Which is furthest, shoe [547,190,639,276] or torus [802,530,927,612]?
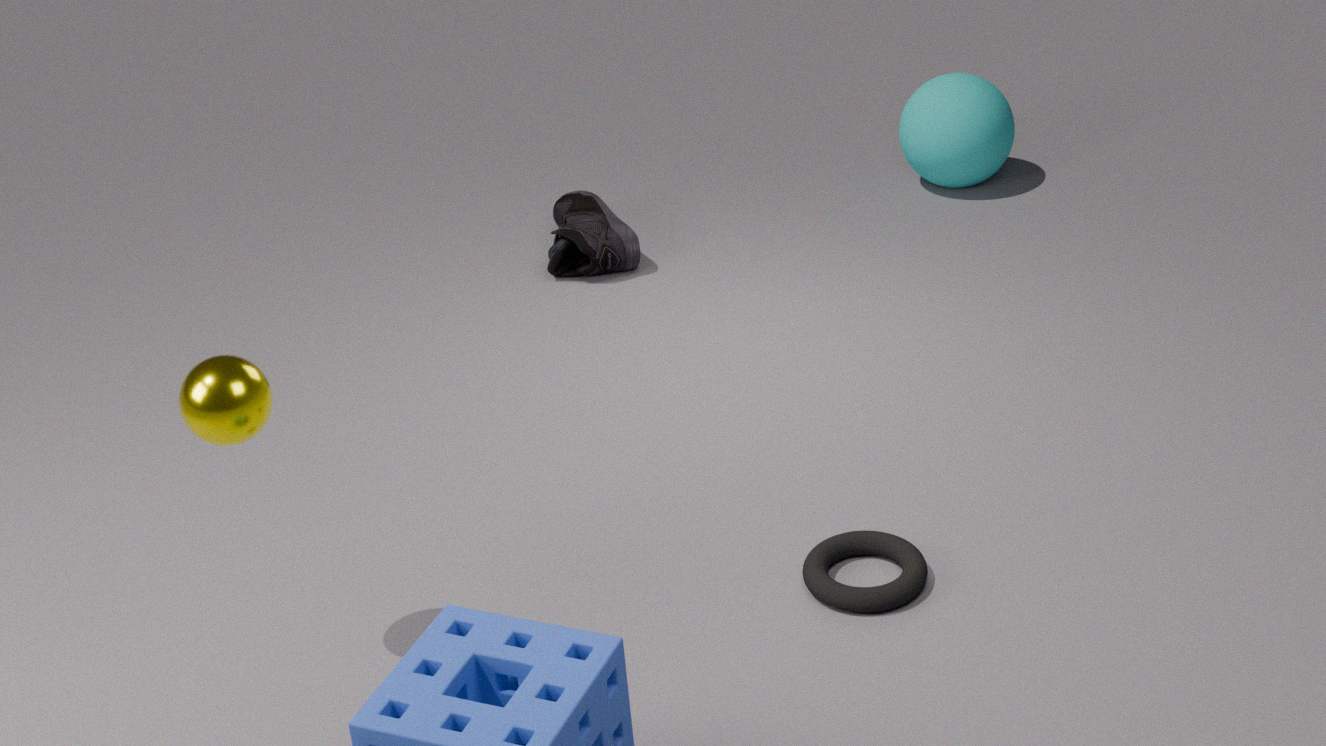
shoe [547,190,639,276]
